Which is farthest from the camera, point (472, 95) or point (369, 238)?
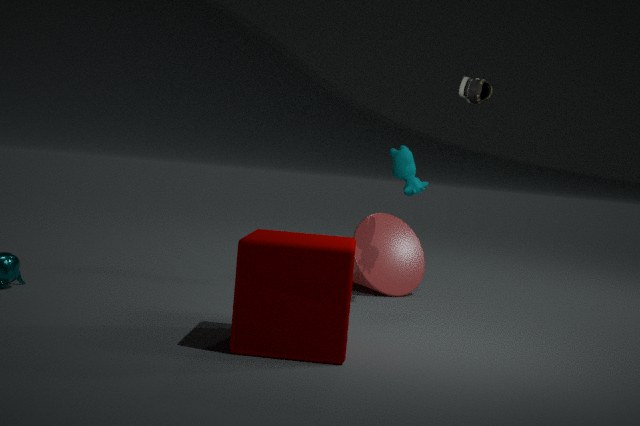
point (369, 238)
